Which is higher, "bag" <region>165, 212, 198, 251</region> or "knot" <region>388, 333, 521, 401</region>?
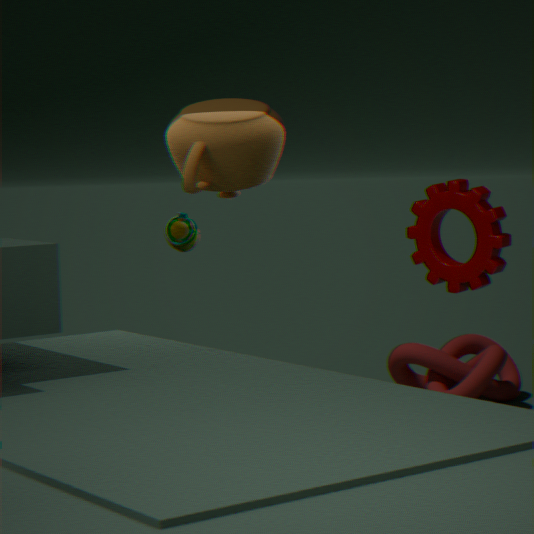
"bag" <region>165, 212, 198, 251</region>
